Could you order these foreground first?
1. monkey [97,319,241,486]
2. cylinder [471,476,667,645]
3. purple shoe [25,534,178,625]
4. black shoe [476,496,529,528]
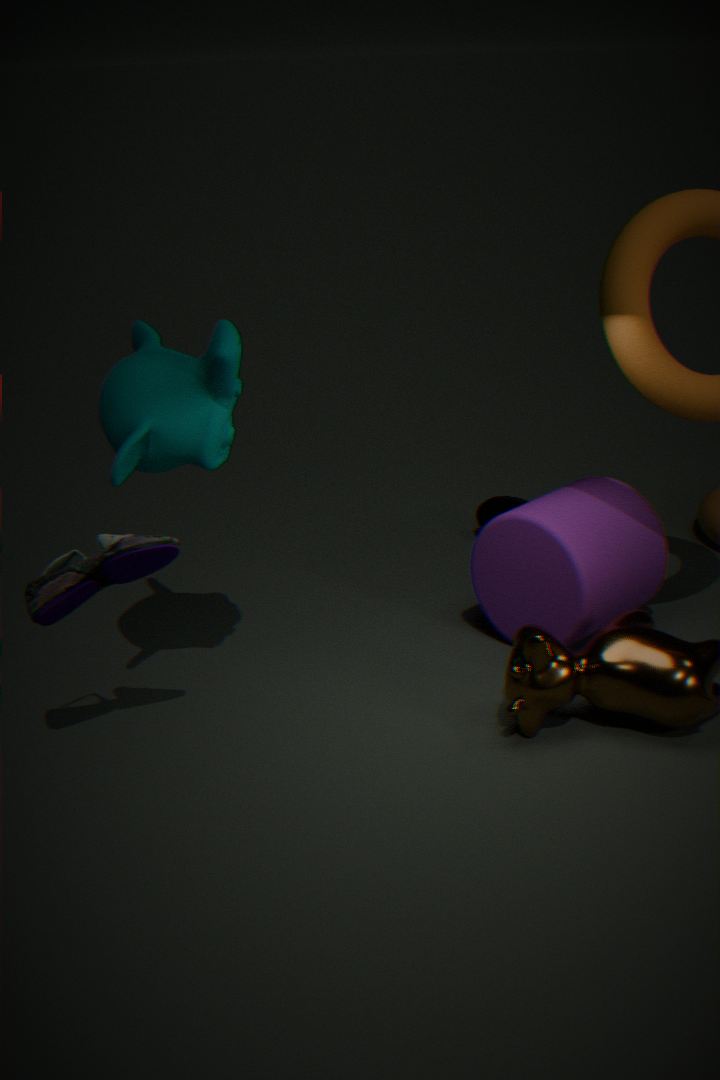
1. purple shoe [25,534,178,625]
2. monkey [97,319,241,486]
3. cylinder [471,476,667,645]
4. black shoe [476,496,529,528]
